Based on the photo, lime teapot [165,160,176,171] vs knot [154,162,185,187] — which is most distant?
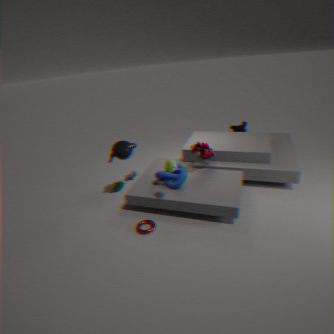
knot [154,162,185,187]
